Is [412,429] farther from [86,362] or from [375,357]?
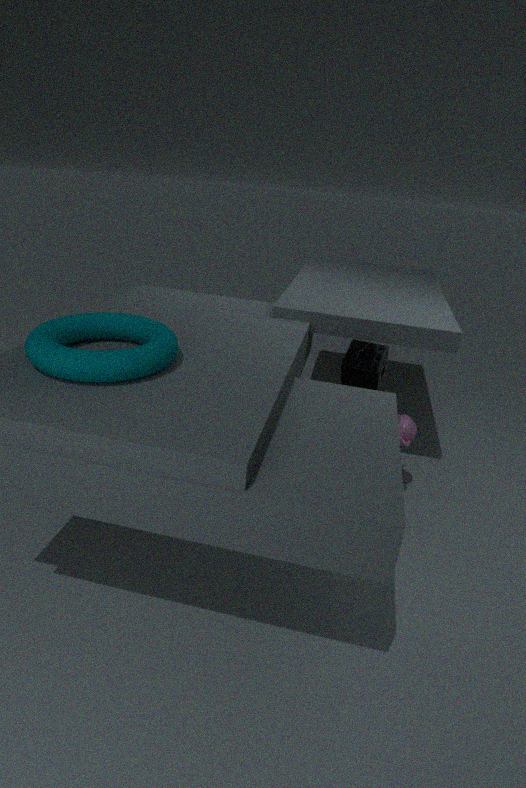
[86,362]
